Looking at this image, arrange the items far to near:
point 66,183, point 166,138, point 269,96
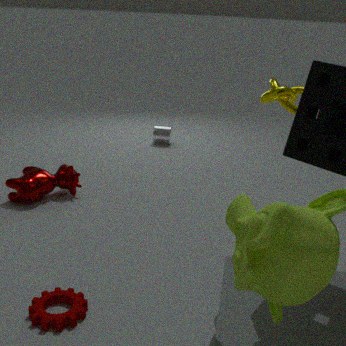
point 166,138, point 66,183, point 269,96
